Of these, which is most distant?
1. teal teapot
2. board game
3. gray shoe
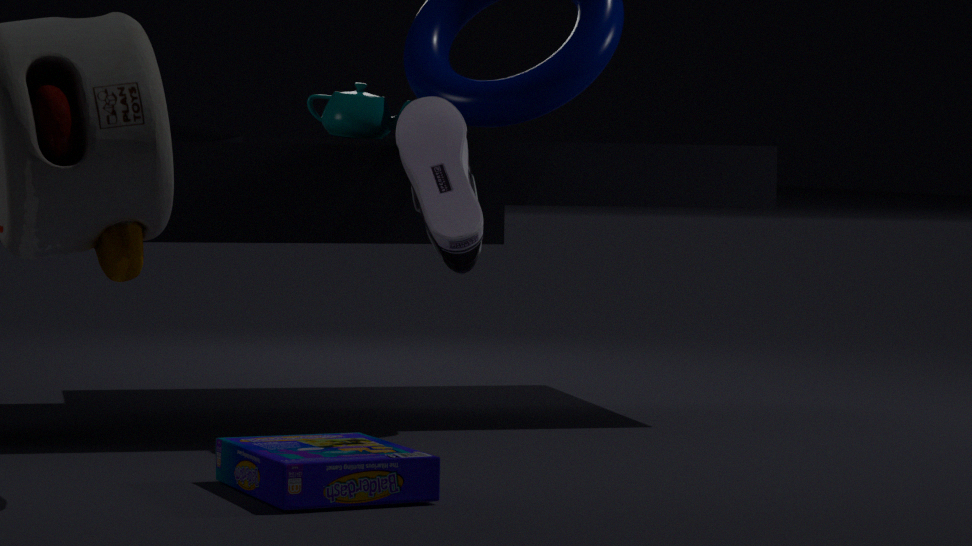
teal teapot
